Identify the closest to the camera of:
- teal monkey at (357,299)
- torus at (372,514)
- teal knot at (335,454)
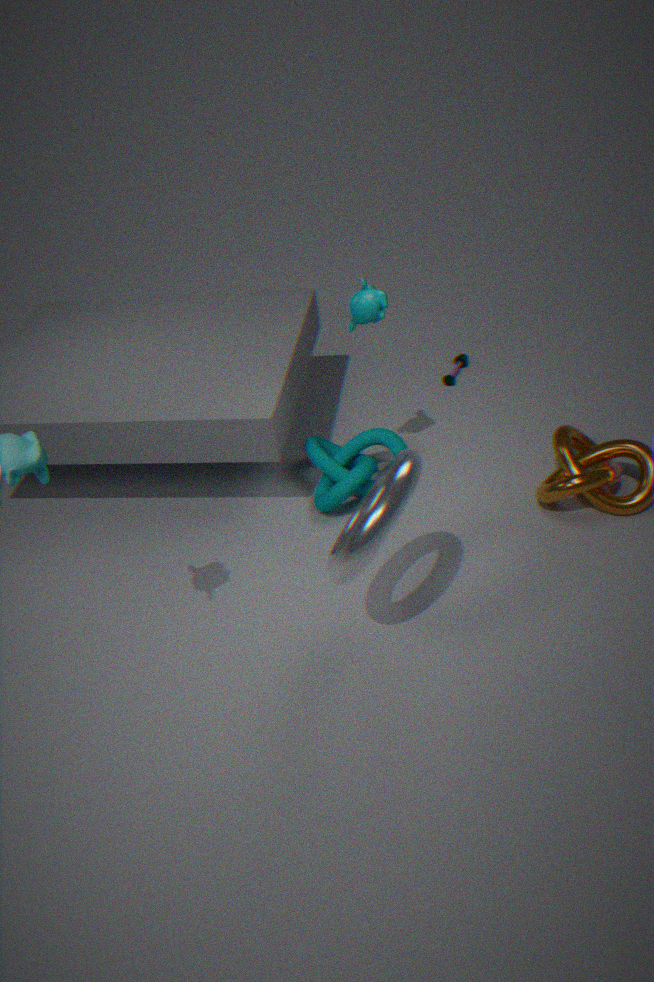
torus at (372,514)
